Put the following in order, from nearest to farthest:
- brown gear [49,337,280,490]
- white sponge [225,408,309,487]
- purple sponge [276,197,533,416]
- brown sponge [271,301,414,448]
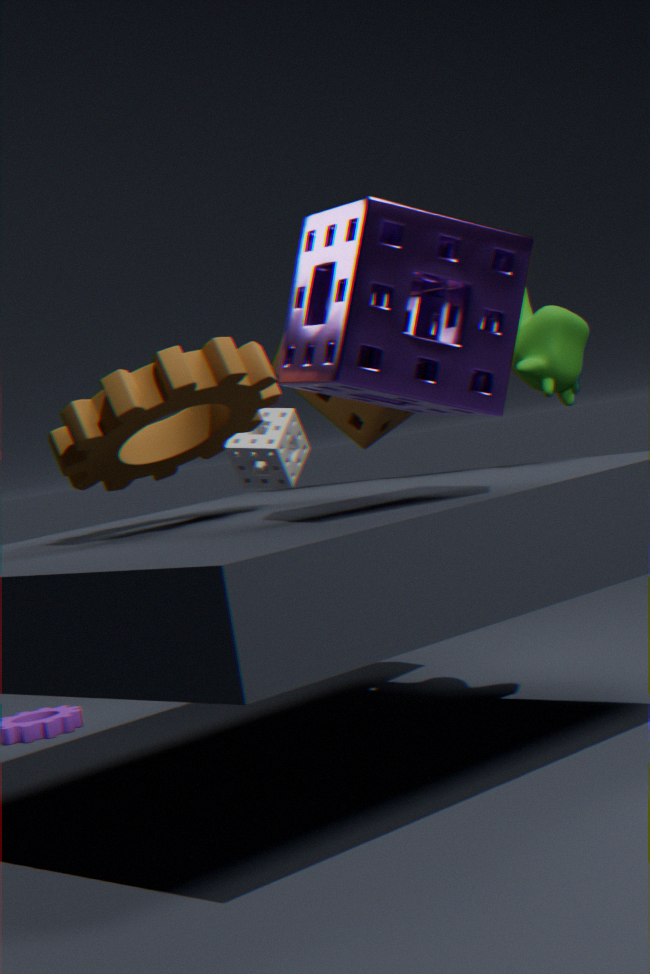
purple sponge [276,197,533,416]
brown gear [49,337,280,490]
brown sponge [271,301,414,448]
white sponge [225,408,309,487]
